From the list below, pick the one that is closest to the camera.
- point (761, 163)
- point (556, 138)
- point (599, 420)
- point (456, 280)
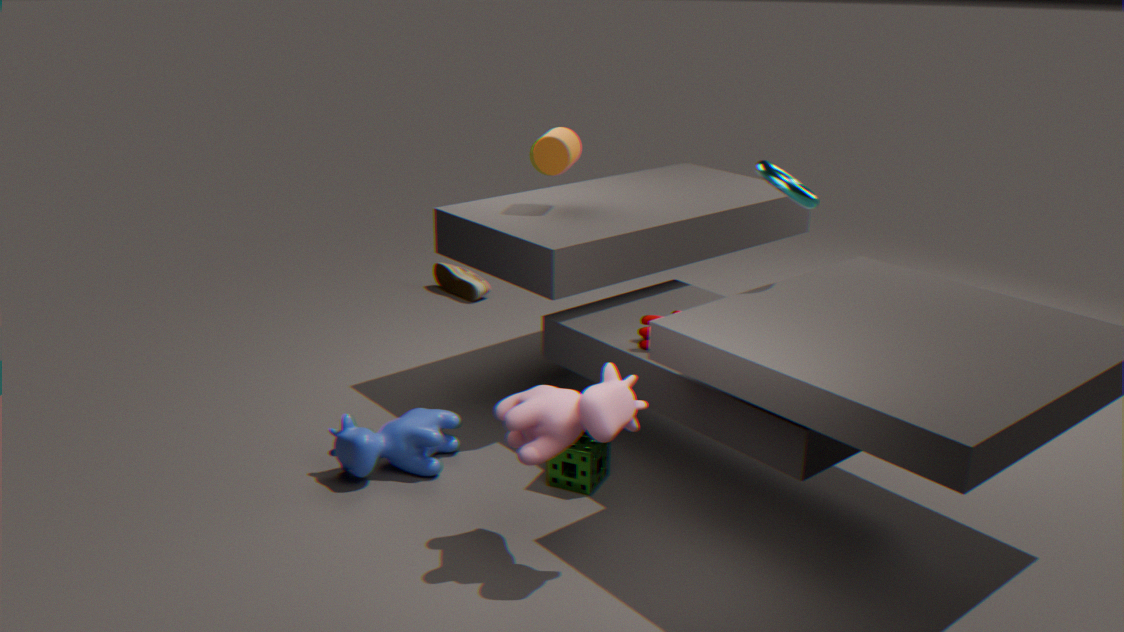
point (599, 420)
